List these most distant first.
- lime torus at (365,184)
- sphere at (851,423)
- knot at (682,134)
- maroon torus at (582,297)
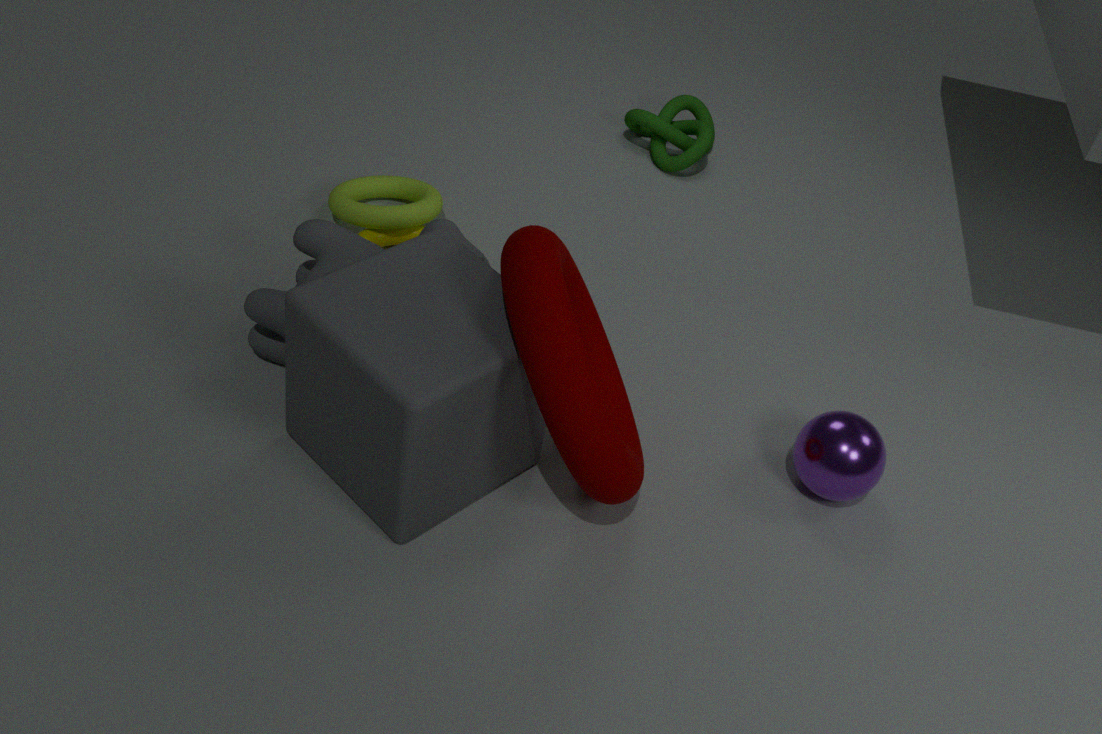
knot at (682,134)
lime torus at (365,184)
sphere at (851,423)
maroon torus at (582,297)
